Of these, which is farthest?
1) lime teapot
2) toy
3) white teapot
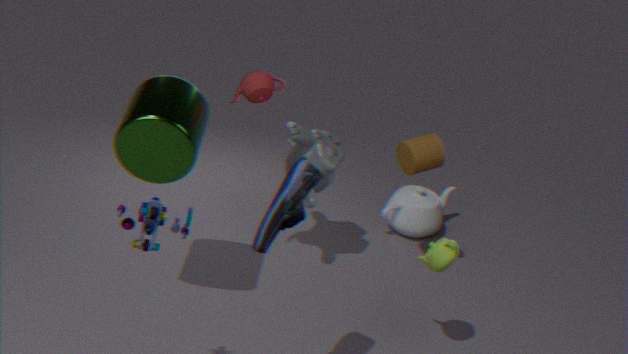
3. white teapot
